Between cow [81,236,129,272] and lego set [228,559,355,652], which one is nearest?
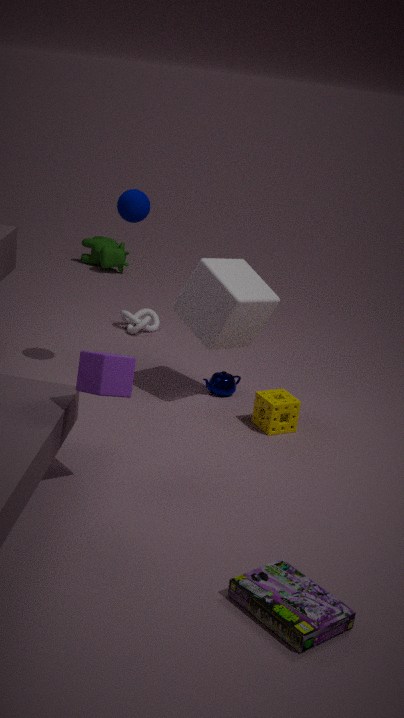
lego set [228,559,355,652]
